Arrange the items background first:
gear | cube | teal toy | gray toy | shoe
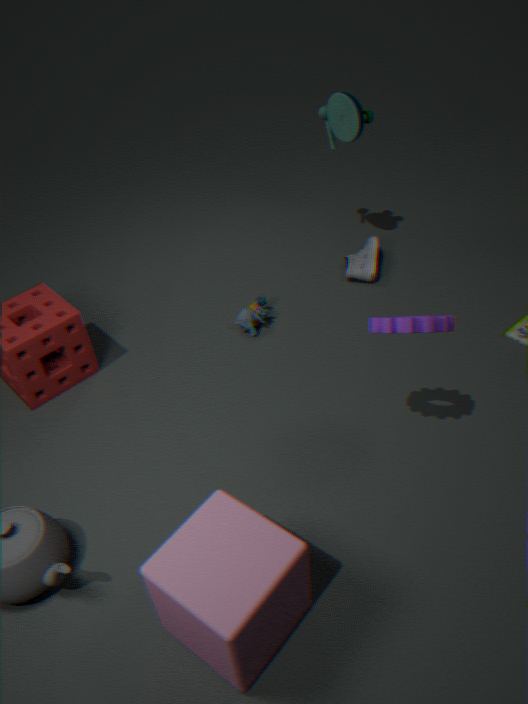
1. shoe
2. gray toy
3. teal toy
4. gear
5. cube
